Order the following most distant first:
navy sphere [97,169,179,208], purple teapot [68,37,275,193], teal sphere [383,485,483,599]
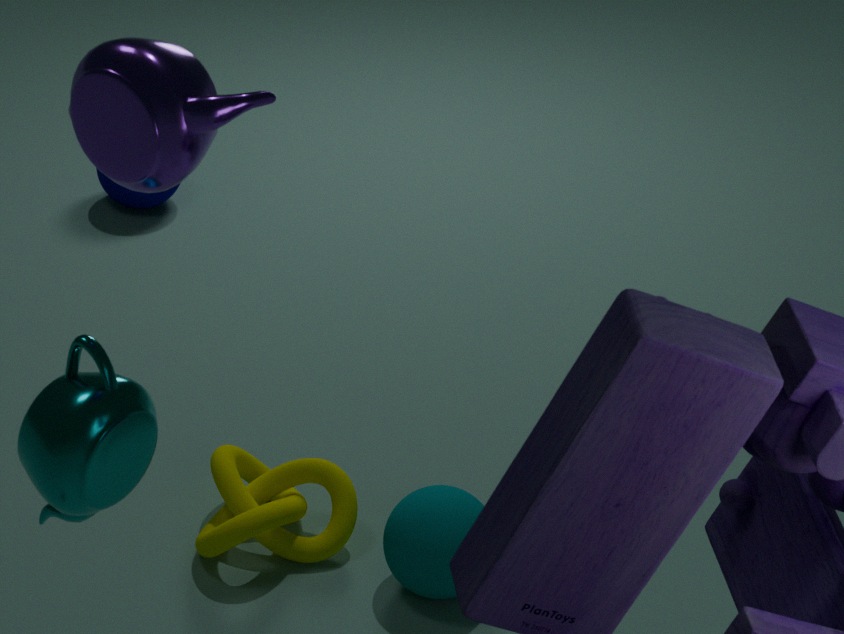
navy sphere [97,169,179,208], teal sphere [383,485,483,599], purple teapot [68,37,275,193]
